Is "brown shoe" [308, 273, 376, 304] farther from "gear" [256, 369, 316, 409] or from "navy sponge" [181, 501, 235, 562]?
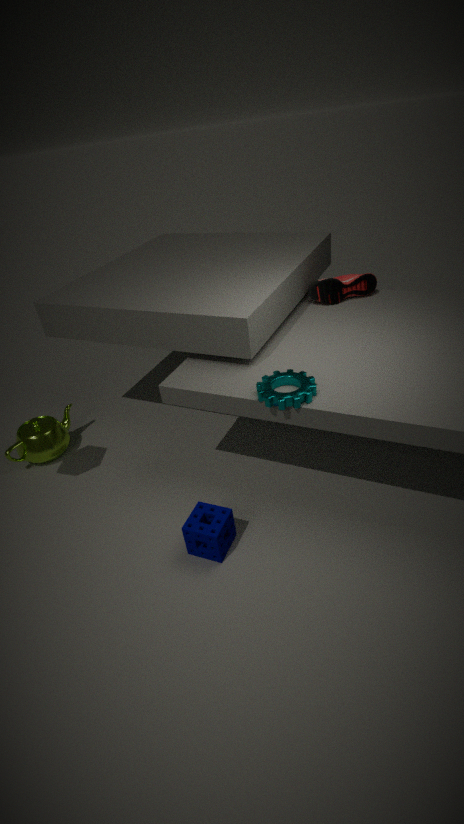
"navy sponge" [181, 501, 235, 562]
